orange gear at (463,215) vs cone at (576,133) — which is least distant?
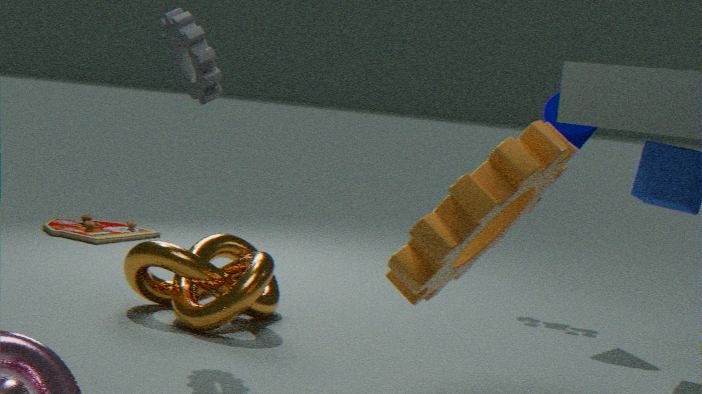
orange gear at (463,215)
